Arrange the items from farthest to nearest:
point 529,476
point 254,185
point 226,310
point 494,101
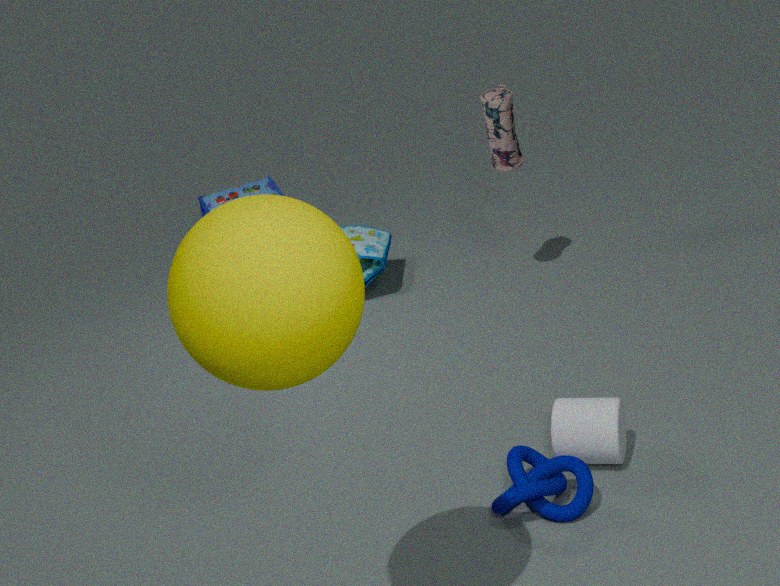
point 254,185
point 494,101
point 529,476
point 226,310
